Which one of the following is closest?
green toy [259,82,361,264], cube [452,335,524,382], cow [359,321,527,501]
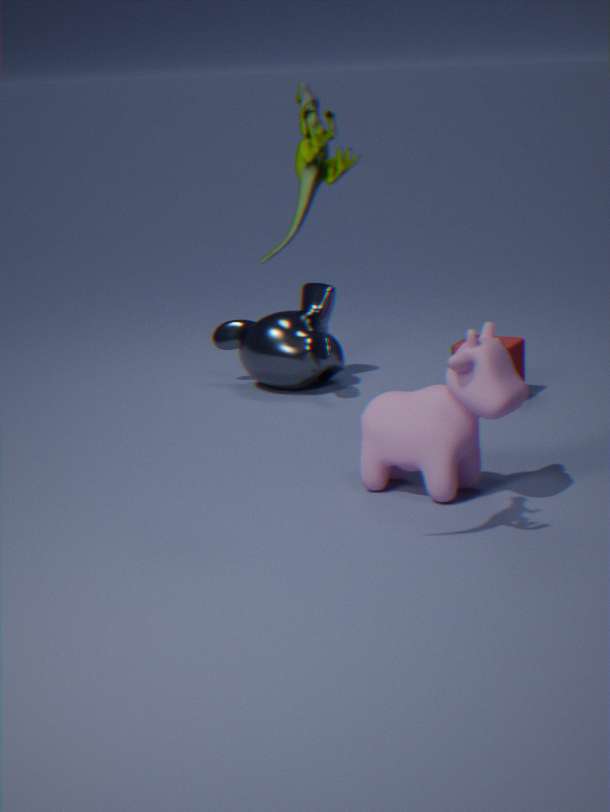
green toy [259,82,361,264]
